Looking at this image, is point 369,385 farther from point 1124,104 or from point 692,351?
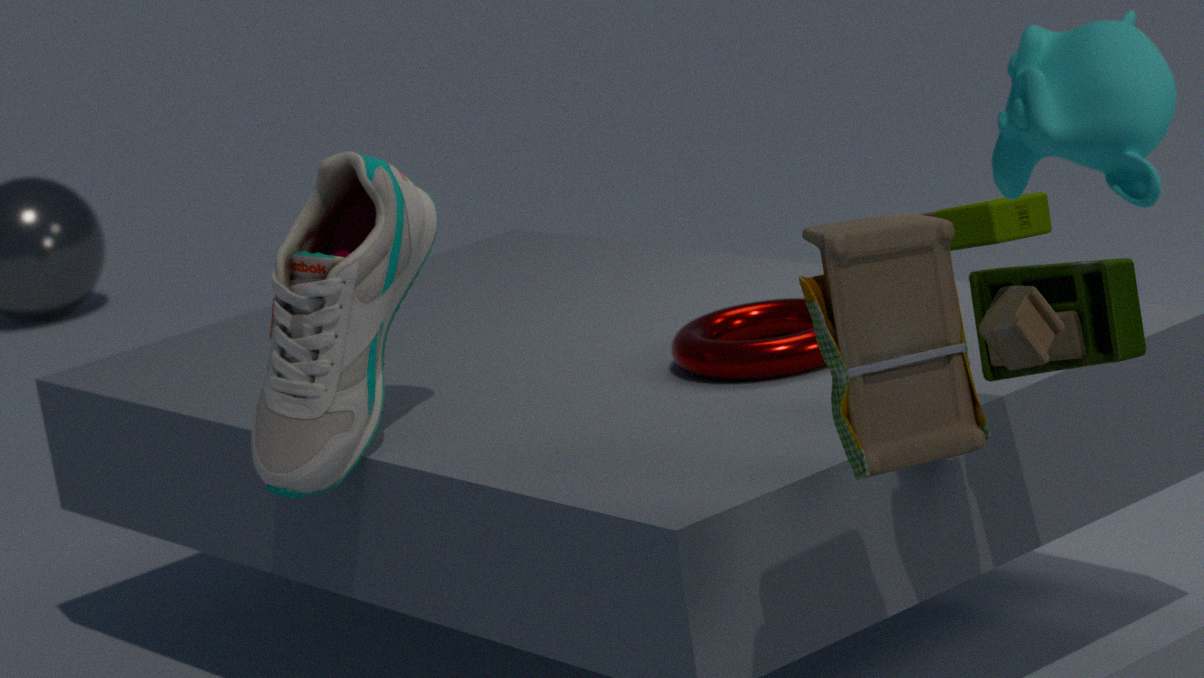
point 1124,104
